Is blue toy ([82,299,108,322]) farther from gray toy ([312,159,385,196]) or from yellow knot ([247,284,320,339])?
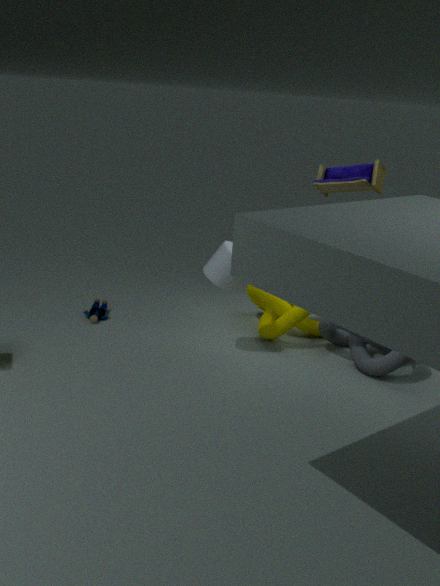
gray toy ([312,159,385,196])
